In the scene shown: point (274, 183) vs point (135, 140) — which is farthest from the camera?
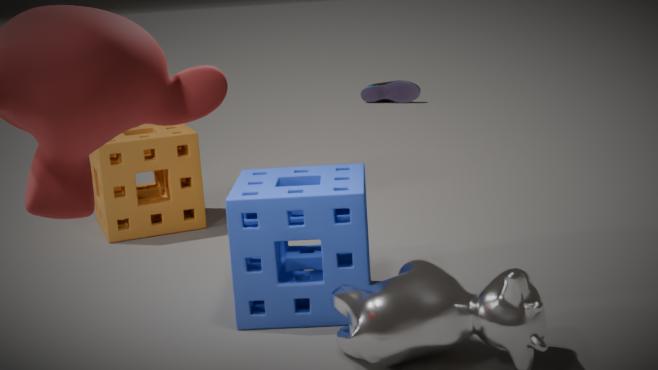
point (135, 140)
